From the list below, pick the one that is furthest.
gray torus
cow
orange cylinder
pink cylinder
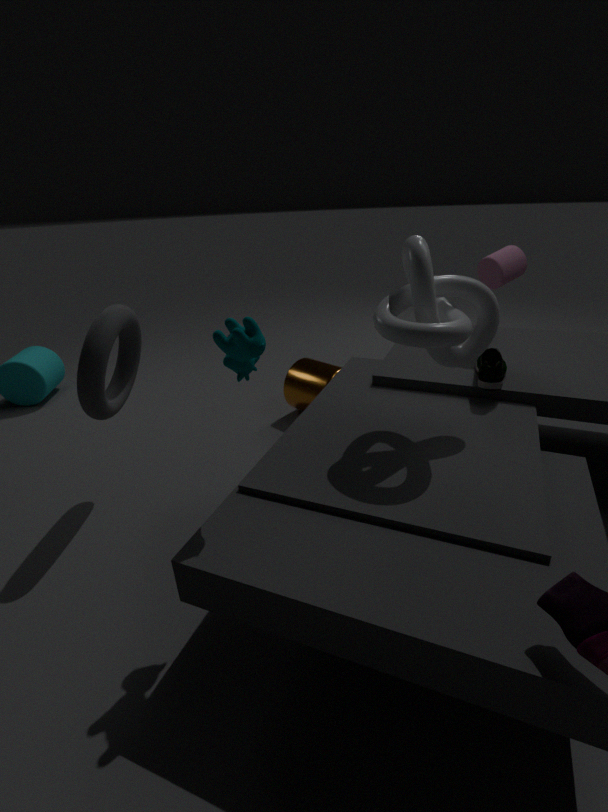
orange cylinder
